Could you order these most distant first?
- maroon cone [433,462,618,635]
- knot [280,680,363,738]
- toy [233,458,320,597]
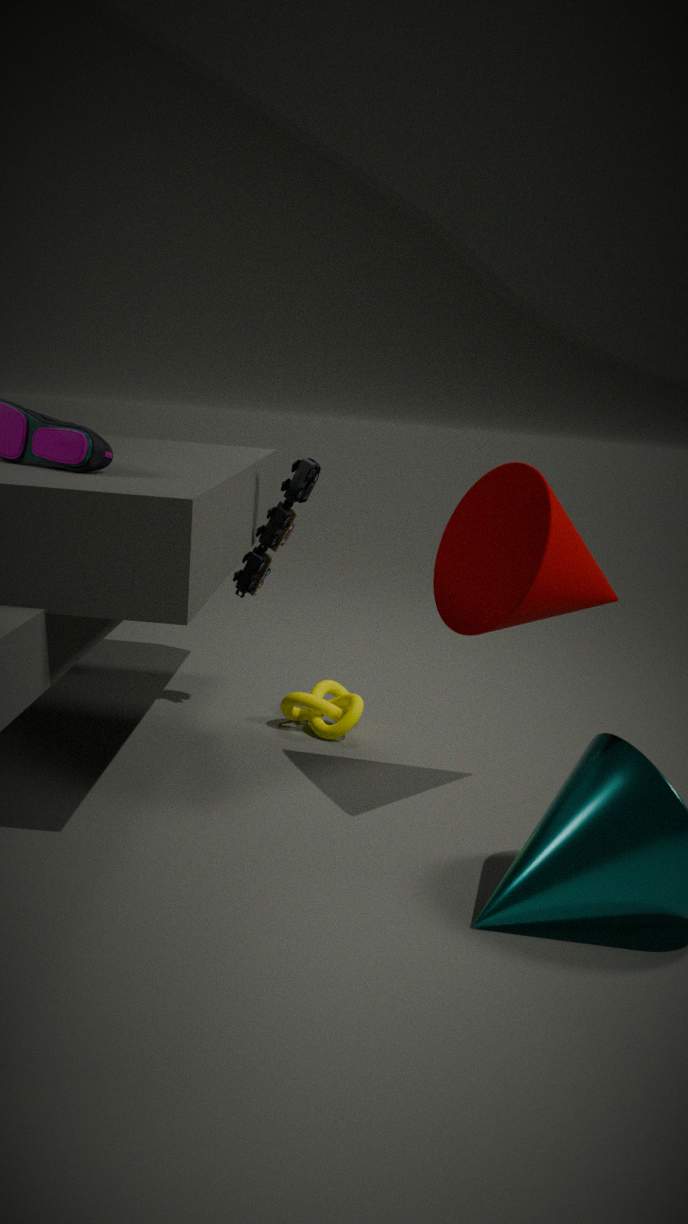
knot [280,680,363,738] < toy [233,458,320,597] < maroon cone [433,462,618,635]
